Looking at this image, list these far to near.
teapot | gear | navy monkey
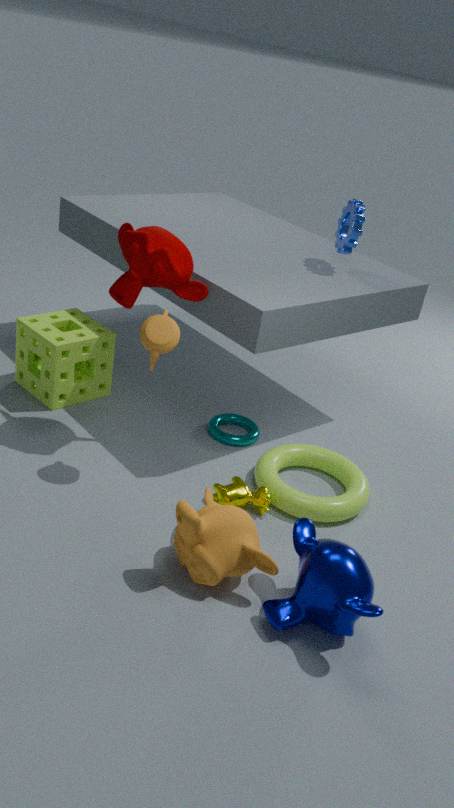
gear
teapot
navy monkey
